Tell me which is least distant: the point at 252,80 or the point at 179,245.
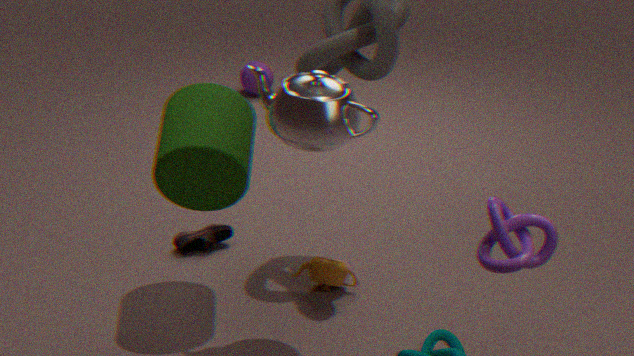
the point at 179,245
